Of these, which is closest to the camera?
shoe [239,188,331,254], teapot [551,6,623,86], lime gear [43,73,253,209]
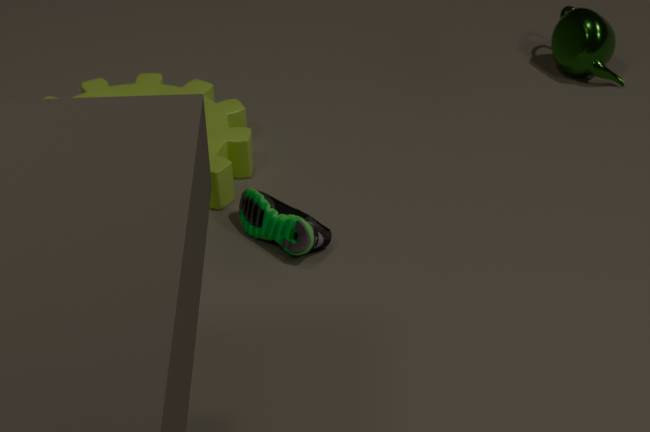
shoe [239,188,331,254]
